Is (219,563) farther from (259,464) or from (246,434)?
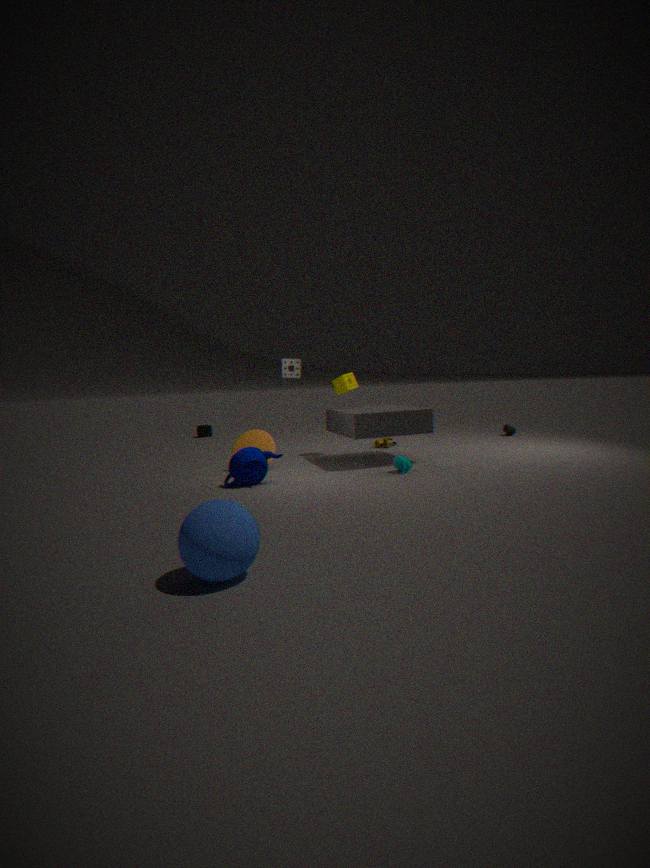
(246,434)
